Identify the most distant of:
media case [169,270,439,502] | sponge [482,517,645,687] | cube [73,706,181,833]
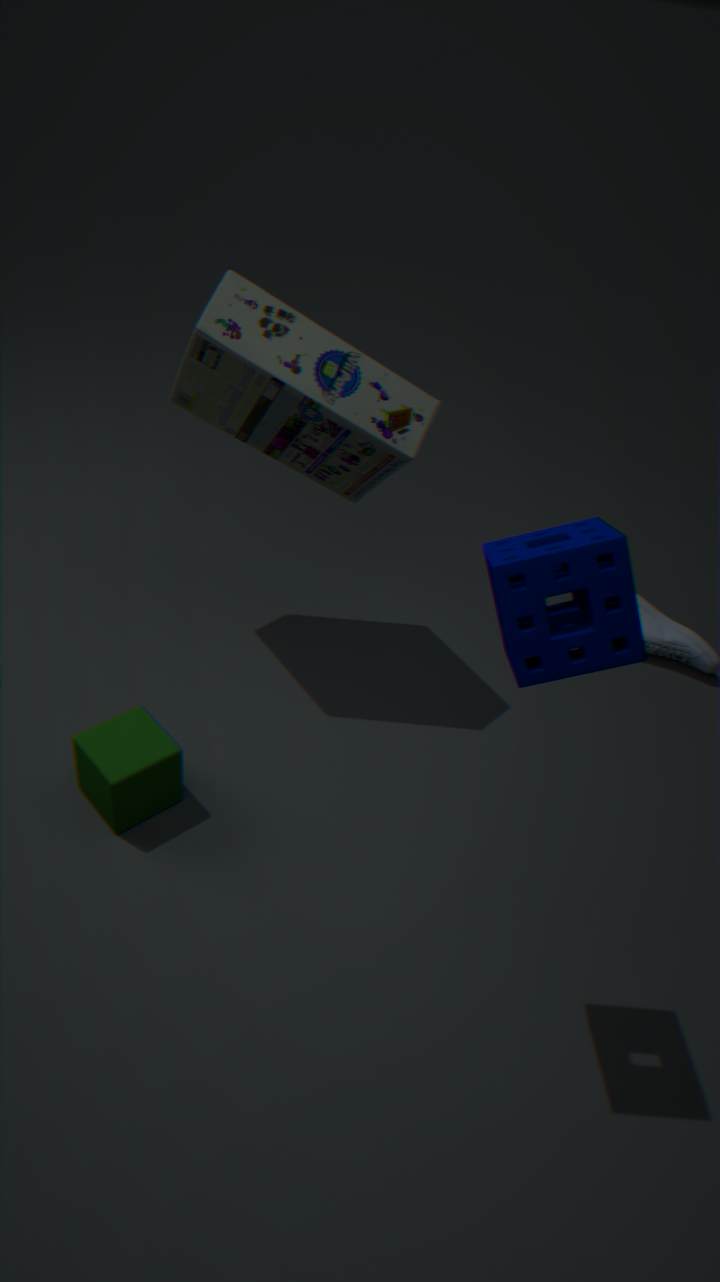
media case [169,270,439,502]
